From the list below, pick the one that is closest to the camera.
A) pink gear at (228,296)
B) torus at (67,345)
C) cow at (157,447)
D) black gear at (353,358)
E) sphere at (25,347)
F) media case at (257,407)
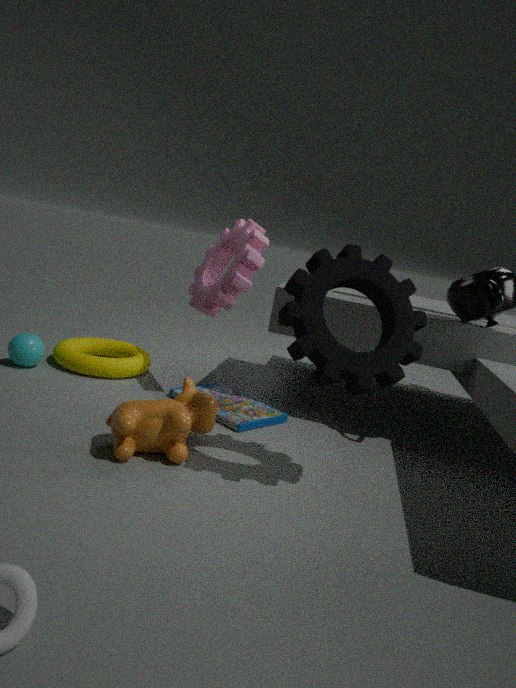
black gear at (353,358)
